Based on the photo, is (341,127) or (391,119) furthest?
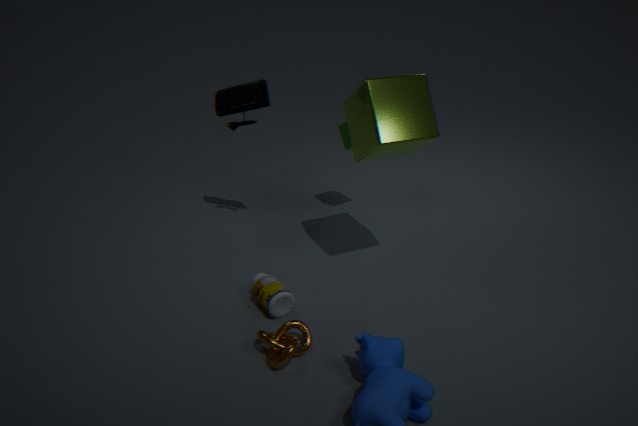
(341,127)
